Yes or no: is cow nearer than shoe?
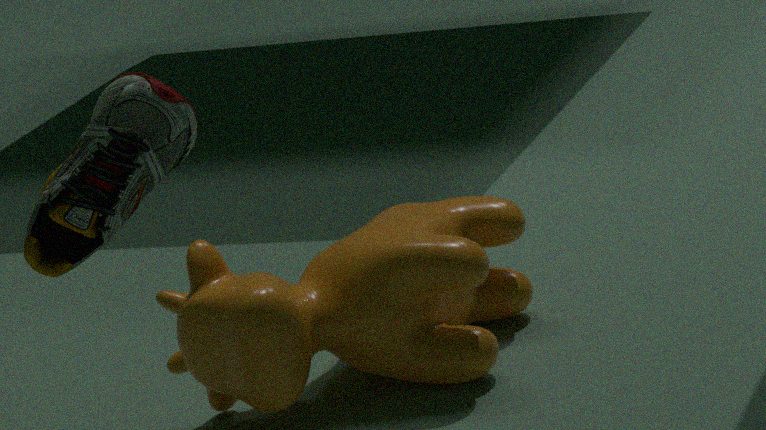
No
